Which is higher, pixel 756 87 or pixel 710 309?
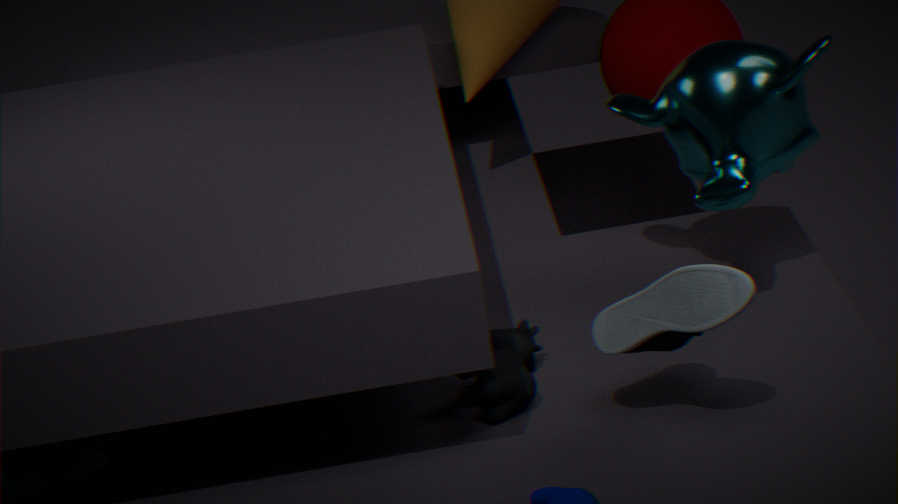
pixel 756 87
